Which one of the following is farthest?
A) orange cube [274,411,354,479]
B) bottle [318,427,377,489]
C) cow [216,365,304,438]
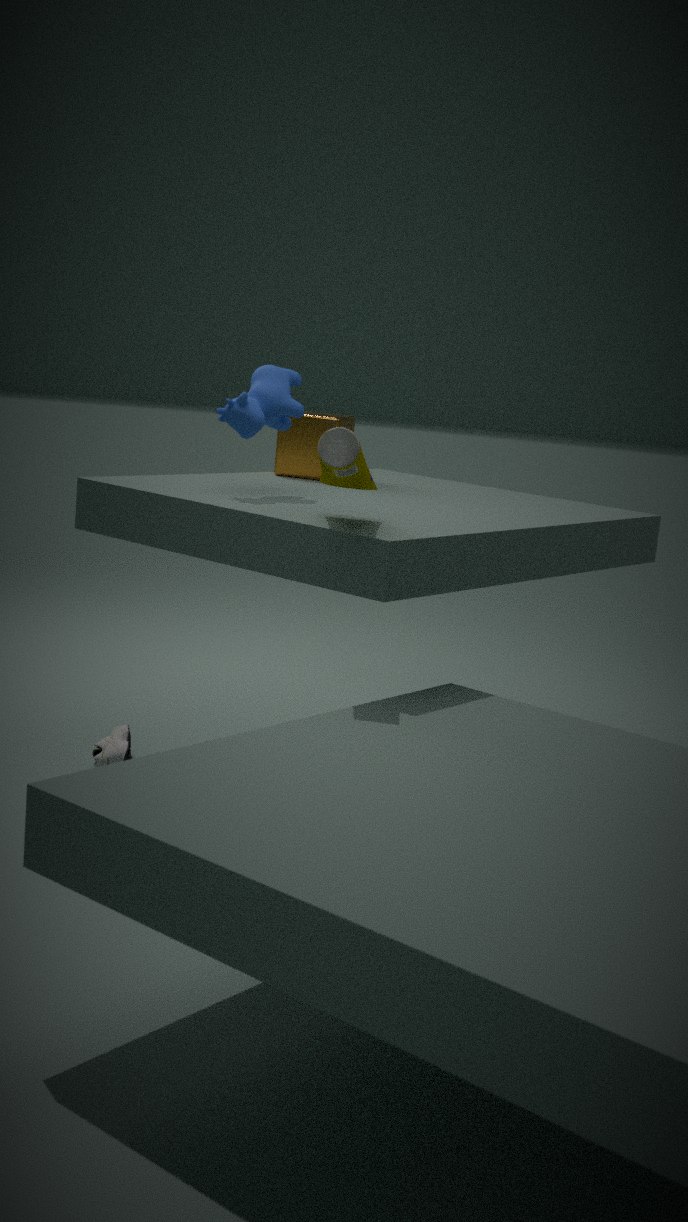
orange cube [274,411,354,479]
